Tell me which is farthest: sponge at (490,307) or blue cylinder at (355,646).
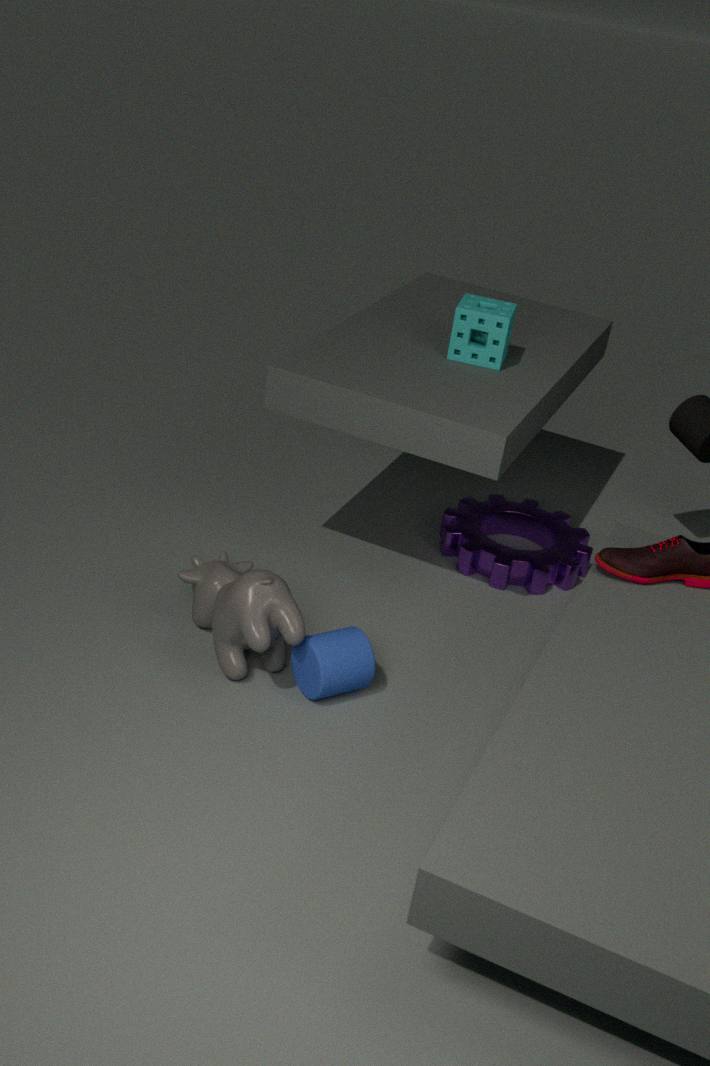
sponge at (490,307)
